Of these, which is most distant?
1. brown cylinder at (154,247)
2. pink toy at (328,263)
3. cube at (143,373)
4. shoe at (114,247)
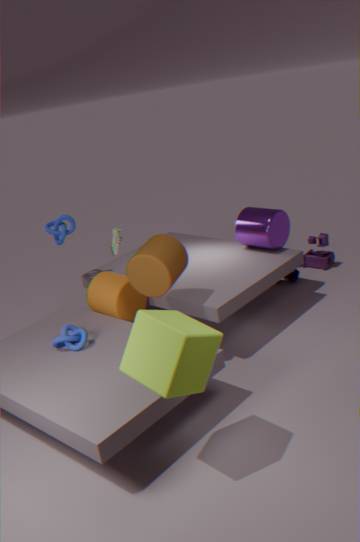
pink toy at (328,263)
